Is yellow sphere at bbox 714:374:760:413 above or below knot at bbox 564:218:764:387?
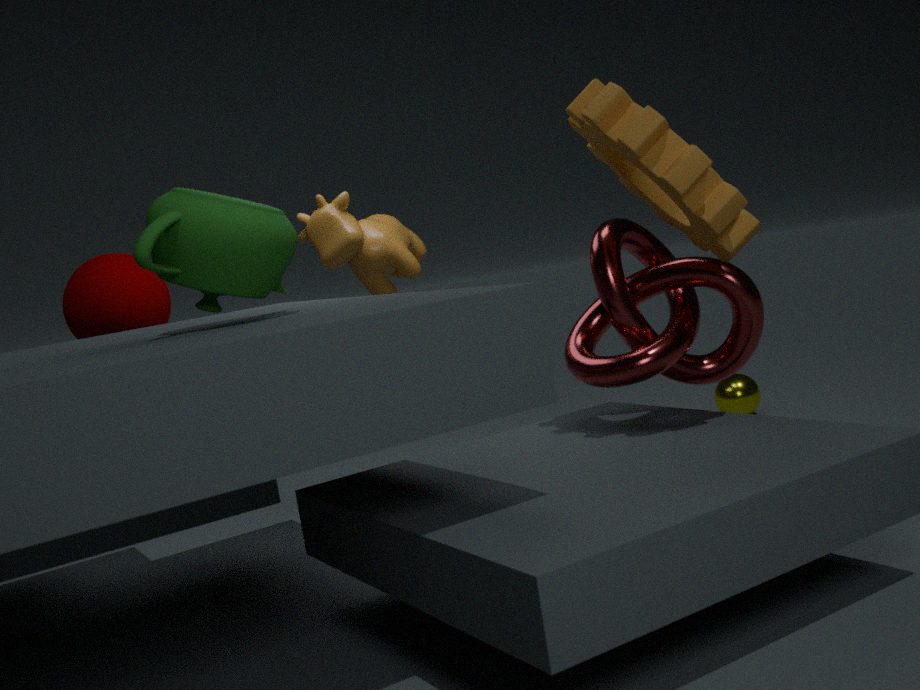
below
